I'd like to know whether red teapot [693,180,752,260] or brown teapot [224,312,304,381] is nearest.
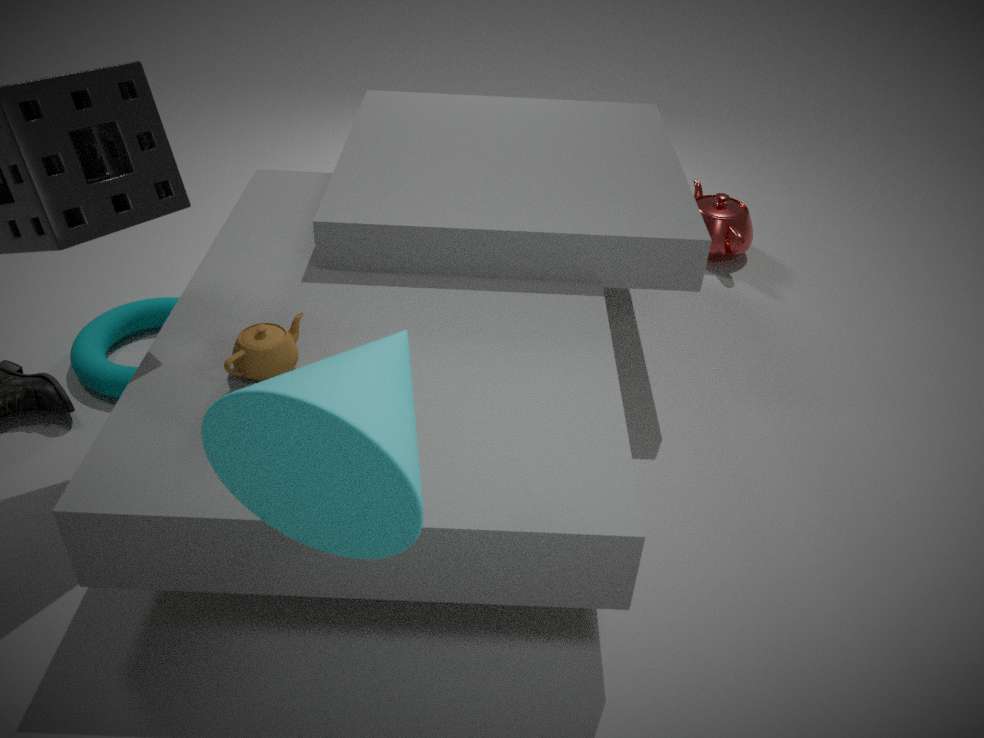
brown teapot [224,312,304,381]
